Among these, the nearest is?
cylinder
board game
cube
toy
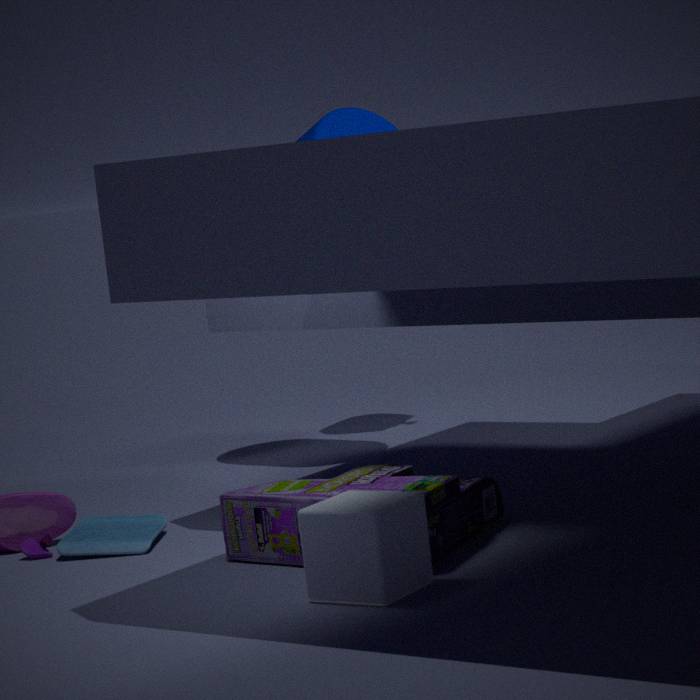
cube
